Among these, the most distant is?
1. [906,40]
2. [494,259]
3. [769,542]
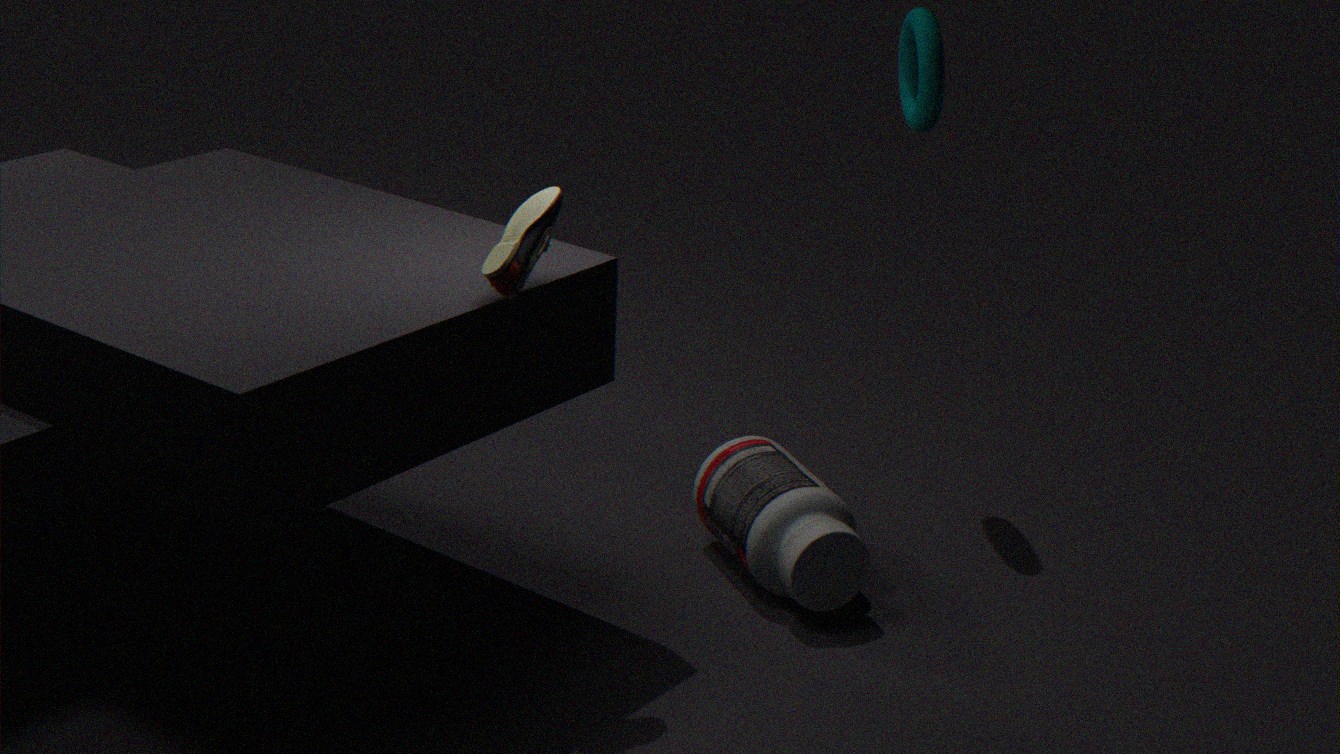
[906,40]
